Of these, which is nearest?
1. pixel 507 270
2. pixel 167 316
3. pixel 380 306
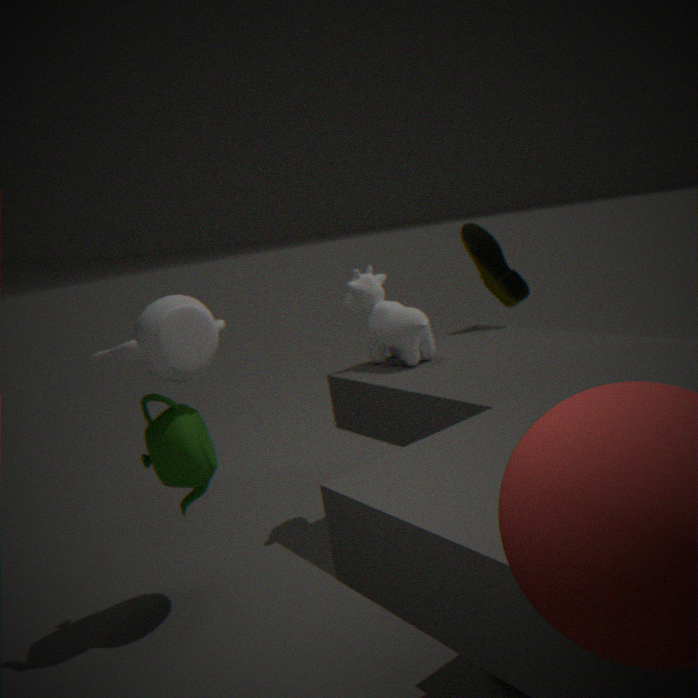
pixel 167 316
